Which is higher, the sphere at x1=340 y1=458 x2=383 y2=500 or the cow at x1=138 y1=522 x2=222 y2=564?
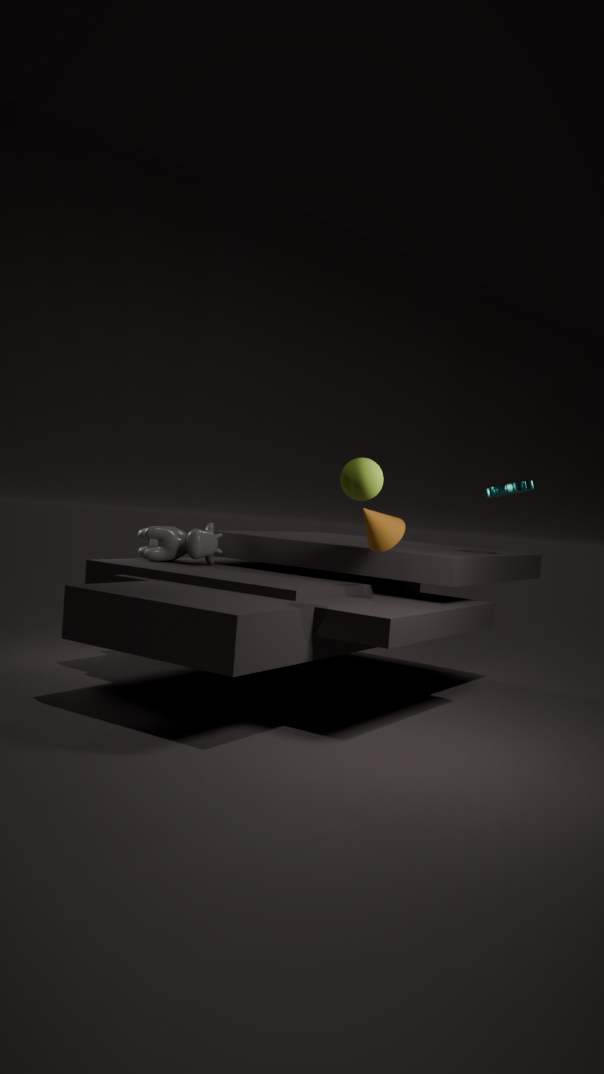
the sphere at x1=340 y1=458 x2=383 y2=500
